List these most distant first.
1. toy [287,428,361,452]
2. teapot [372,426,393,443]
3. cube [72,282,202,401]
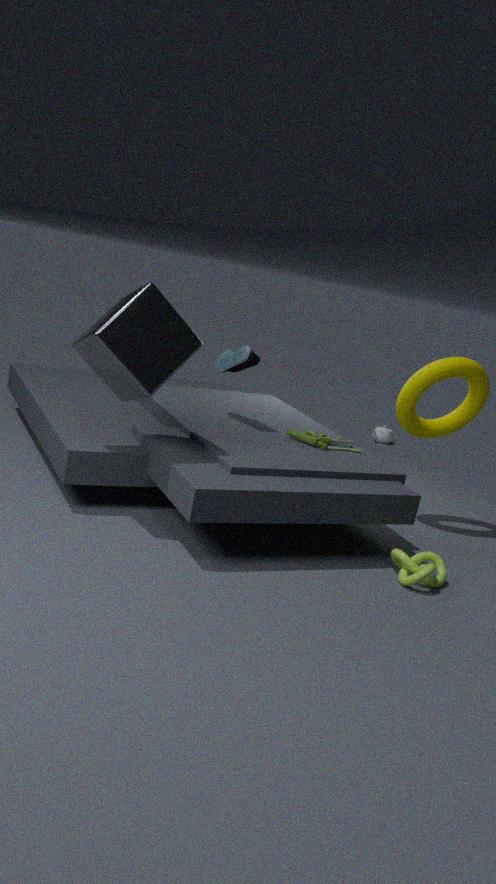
teapot [372,426,393,443]
toy [287,428,361,452]
cube [72,282,202,401]
